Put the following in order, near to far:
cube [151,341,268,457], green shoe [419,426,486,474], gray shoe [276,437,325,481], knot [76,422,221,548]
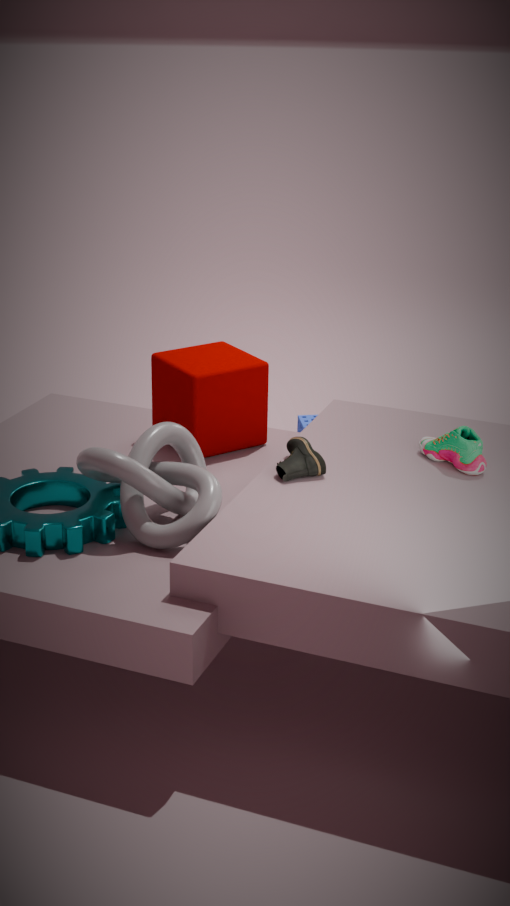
1. knot [76,422,221,548]
2. gray shoe [276,437,325,481]
3. green shoe [419,426,486,474]
4. cube [151,341,268,457]
